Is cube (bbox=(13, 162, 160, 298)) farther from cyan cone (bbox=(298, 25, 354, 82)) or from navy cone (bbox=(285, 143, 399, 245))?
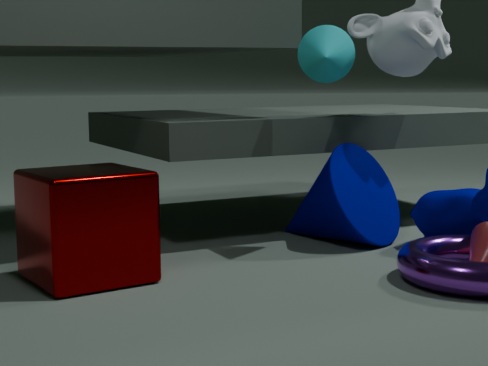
cyan cone (bbox=(298, 25, 354, 82))
